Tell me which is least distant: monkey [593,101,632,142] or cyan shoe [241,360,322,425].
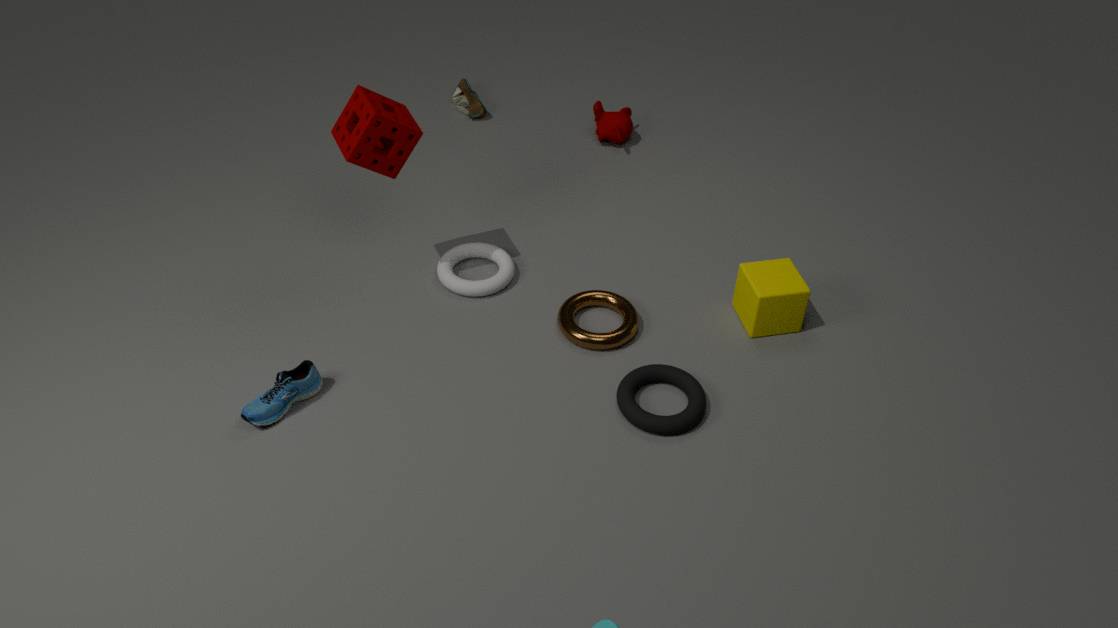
cyan shoe [241,360,322,425]
